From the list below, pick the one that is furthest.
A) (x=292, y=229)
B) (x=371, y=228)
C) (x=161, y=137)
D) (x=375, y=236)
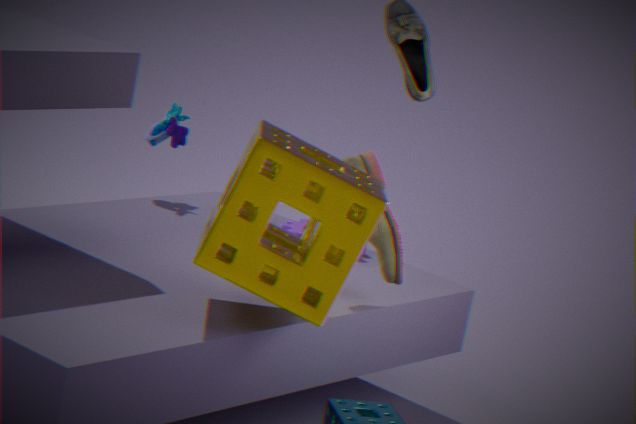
(x=161, y=137)
